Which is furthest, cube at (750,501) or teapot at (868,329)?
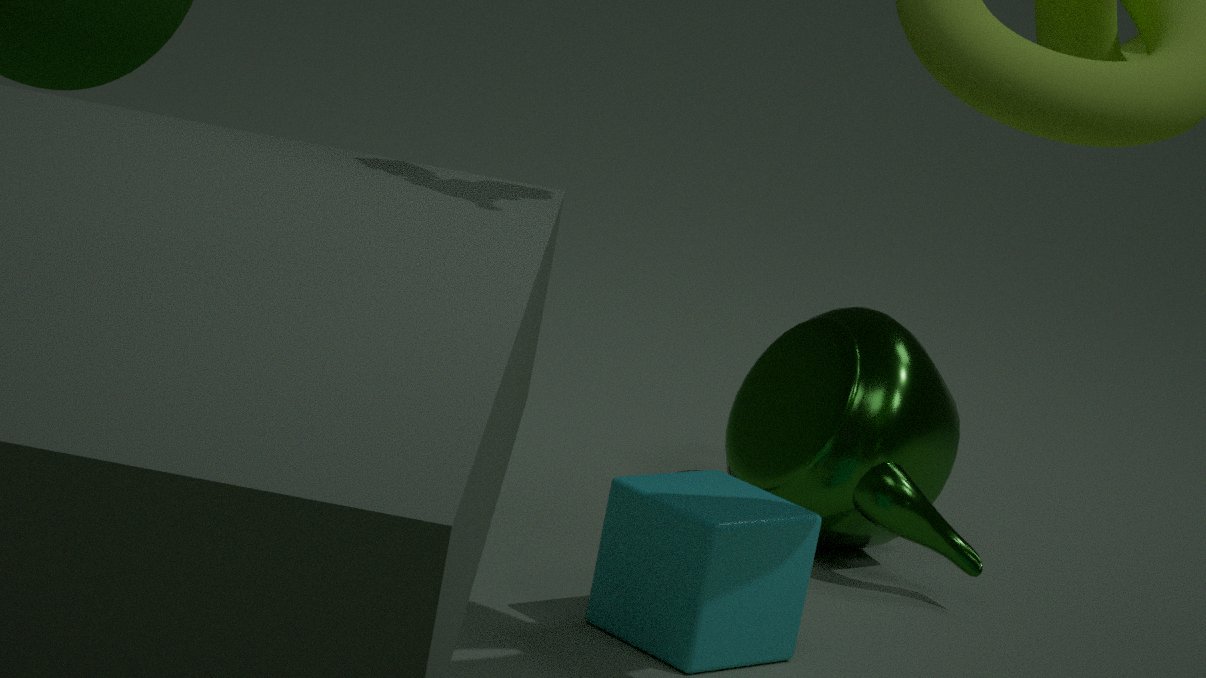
teapot at (868,329)
